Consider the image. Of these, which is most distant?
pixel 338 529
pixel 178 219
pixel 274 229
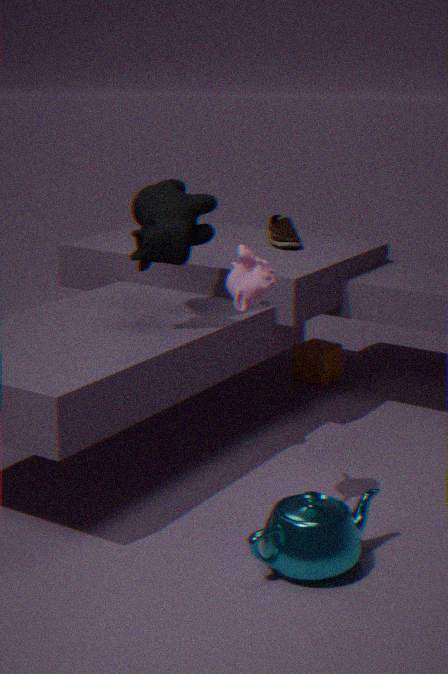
pixel 274 229
